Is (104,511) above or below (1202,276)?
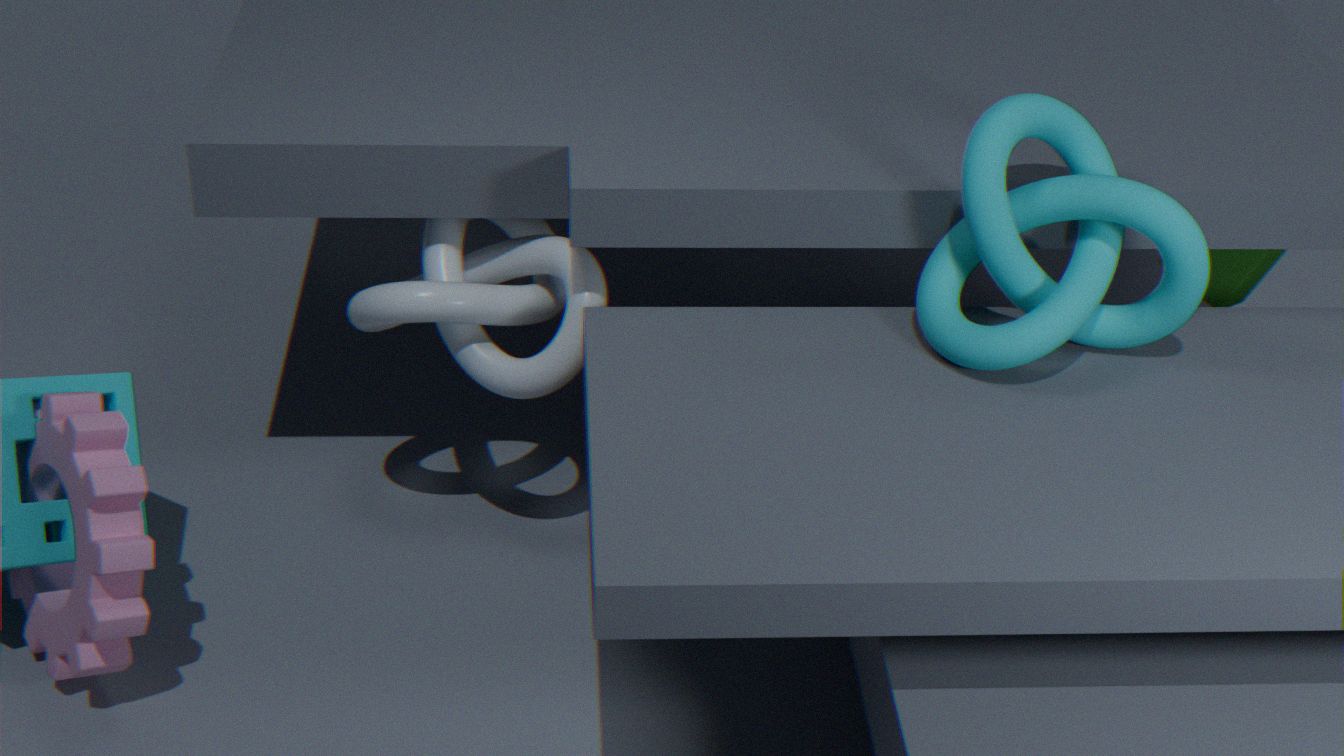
below
